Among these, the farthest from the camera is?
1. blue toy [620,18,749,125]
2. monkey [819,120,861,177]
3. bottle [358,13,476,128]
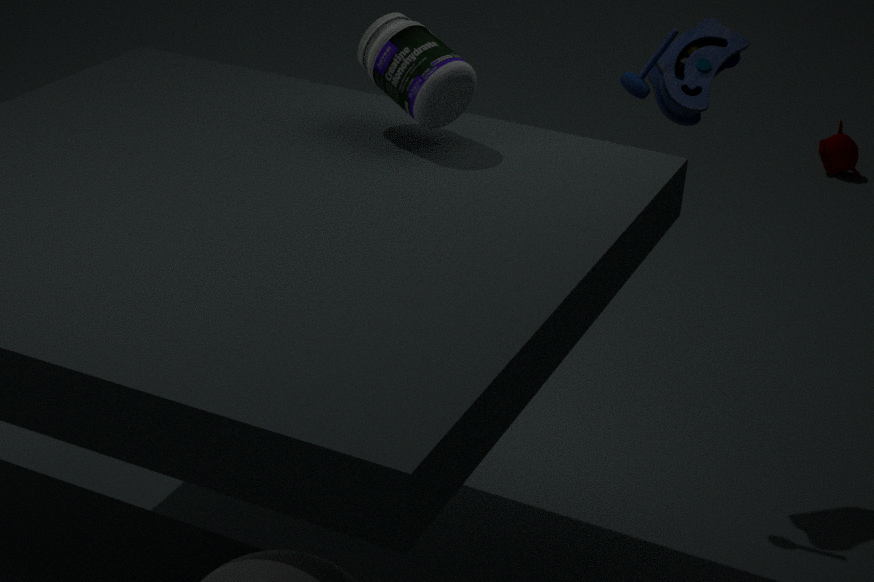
monkey [819,120,861,177]
